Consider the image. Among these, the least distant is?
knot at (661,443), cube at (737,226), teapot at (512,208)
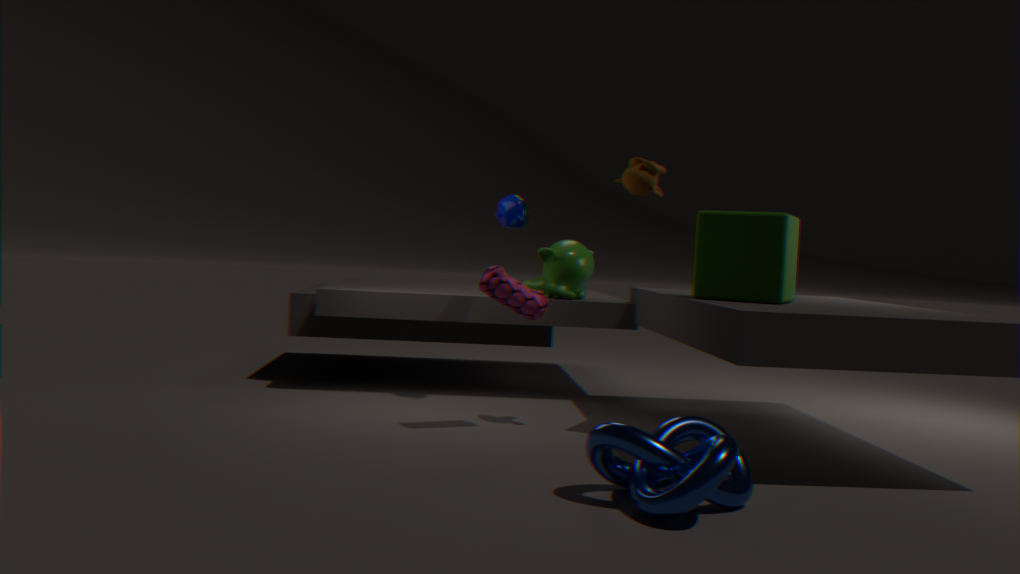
knot at (661,443)
